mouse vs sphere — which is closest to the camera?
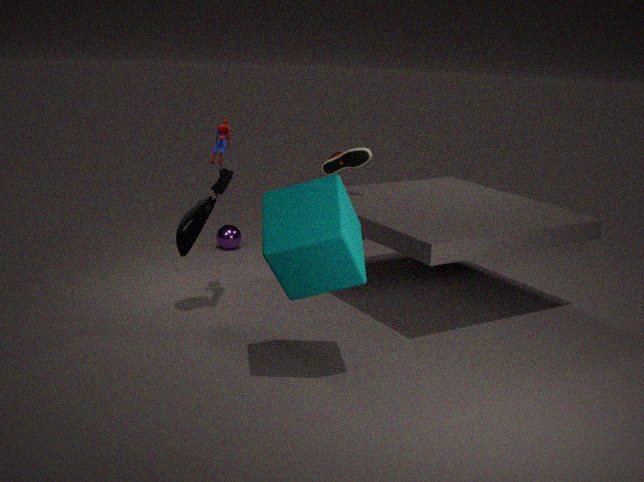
mouse
